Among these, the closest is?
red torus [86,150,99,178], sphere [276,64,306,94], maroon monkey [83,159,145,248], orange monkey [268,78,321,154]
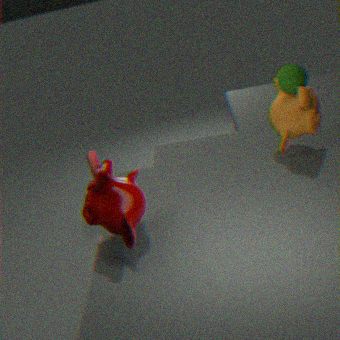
maroon monkey [83,159,145,248]
